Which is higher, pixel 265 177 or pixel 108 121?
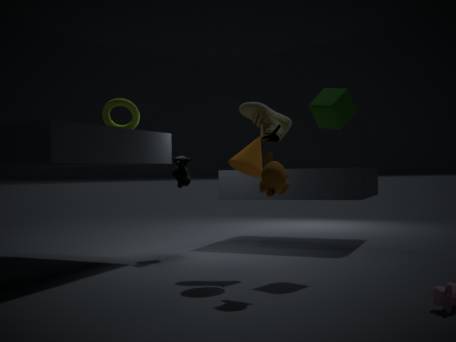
pixel 108 121
